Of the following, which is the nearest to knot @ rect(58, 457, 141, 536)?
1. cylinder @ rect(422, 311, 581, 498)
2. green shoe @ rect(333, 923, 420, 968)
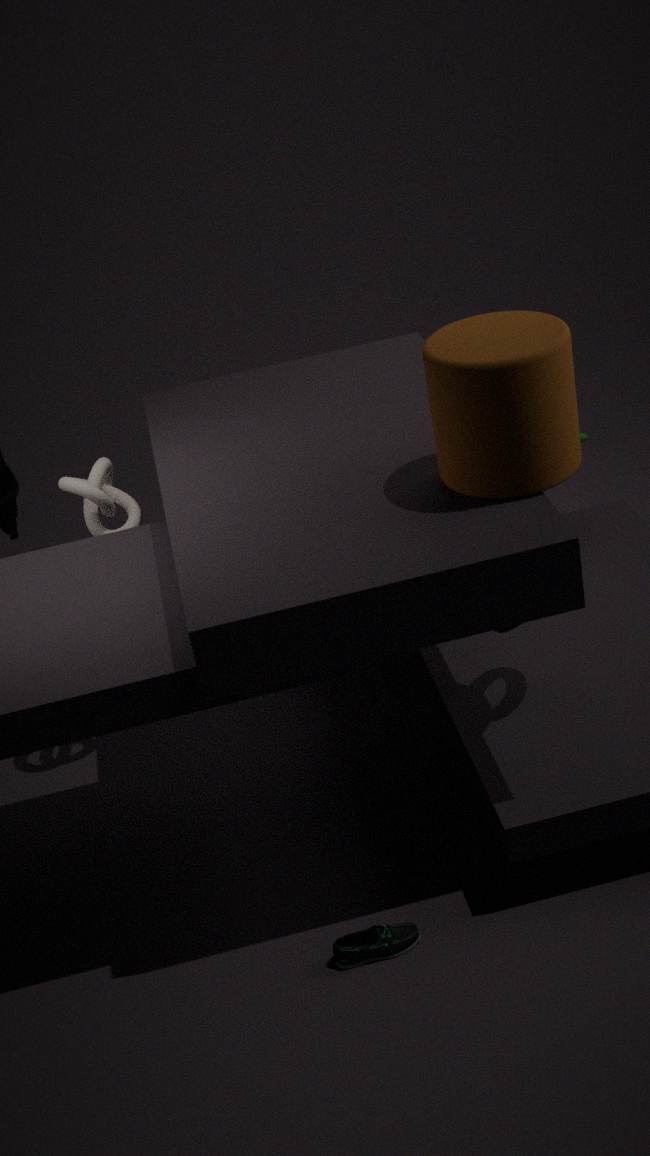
cylinder @ rect(422, 311, 581, 498)
